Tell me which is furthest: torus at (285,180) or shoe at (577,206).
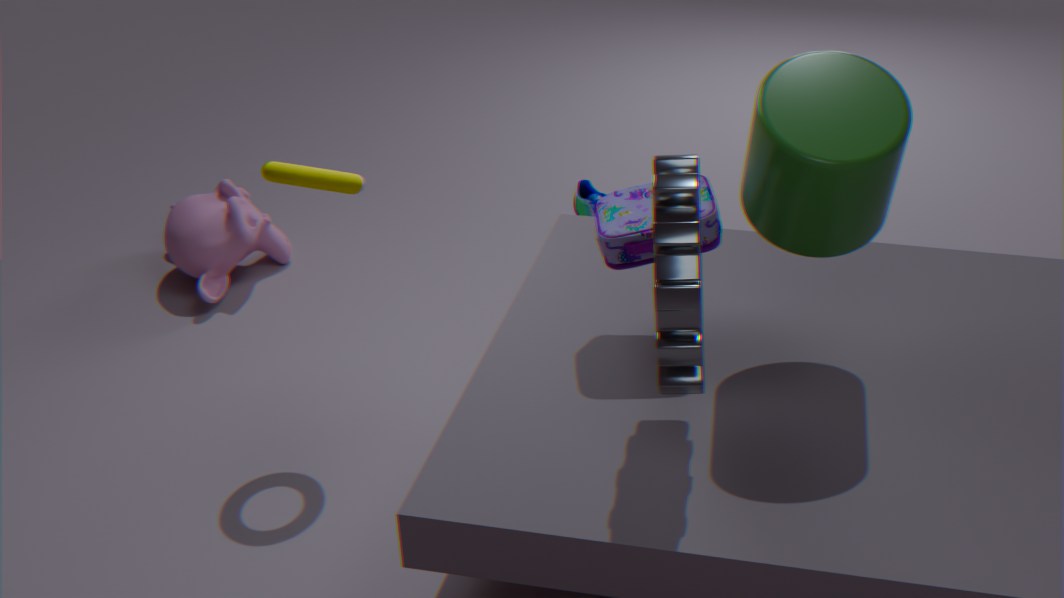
shoe at (577,206)
